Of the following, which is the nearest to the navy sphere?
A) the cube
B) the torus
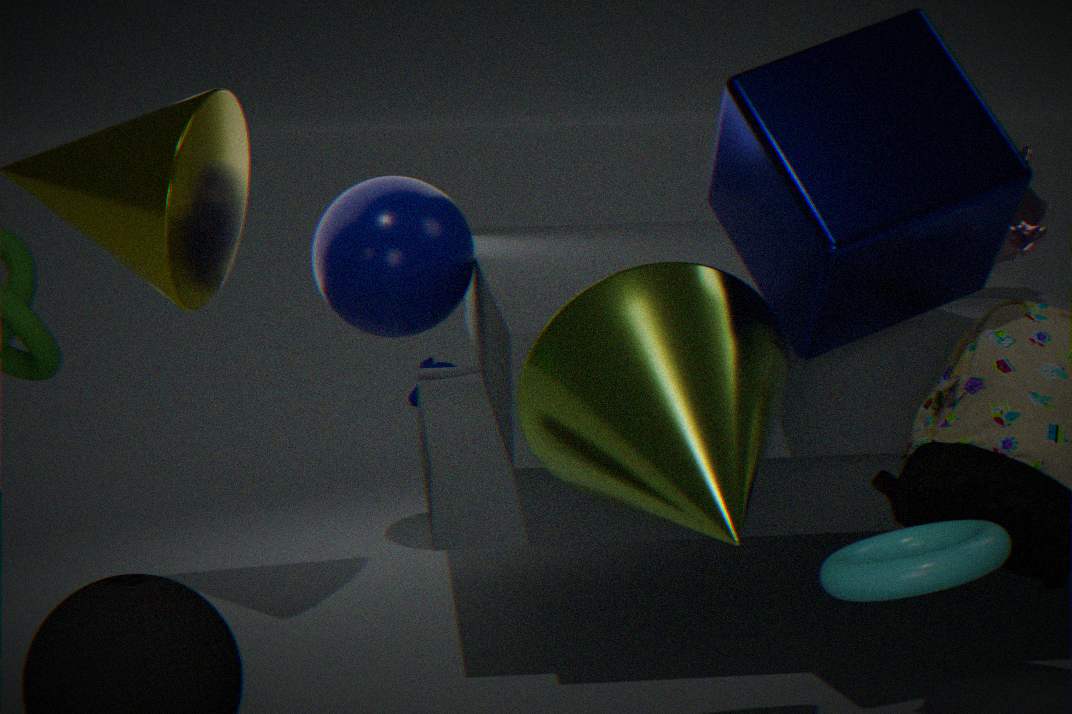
the cube
